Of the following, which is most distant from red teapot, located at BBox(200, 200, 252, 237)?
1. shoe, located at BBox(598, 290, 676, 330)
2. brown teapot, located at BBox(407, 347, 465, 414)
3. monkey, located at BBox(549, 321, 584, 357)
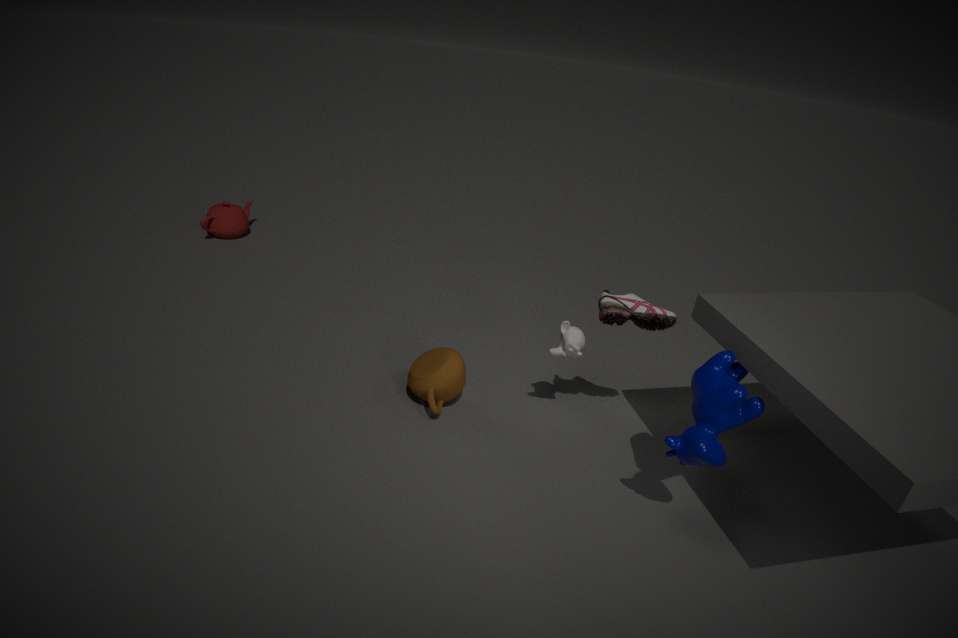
shoe, located at BBox(598, 290, 676, 330)
